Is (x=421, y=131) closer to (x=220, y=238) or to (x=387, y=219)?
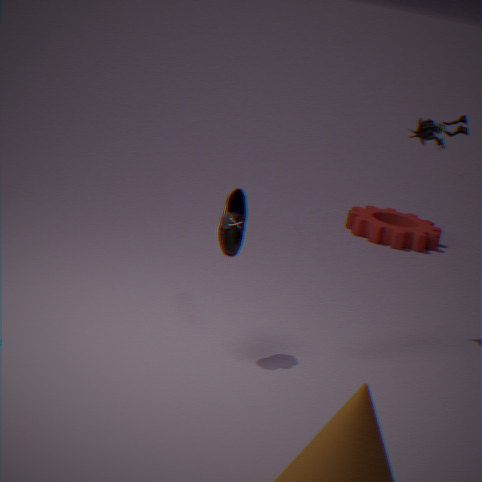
(x=220, y=238)
